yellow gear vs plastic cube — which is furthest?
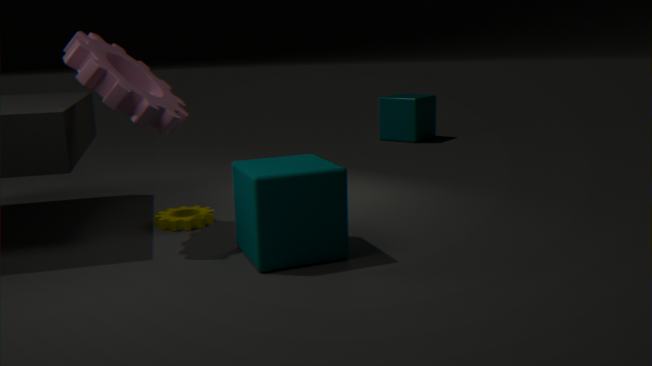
plastic cube
